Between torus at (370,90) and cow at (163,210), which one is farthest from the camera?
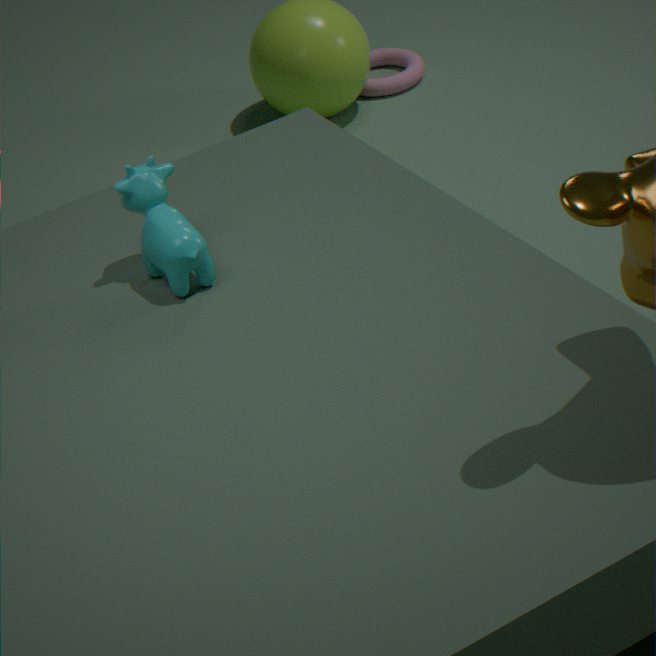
torus at (370,90)
